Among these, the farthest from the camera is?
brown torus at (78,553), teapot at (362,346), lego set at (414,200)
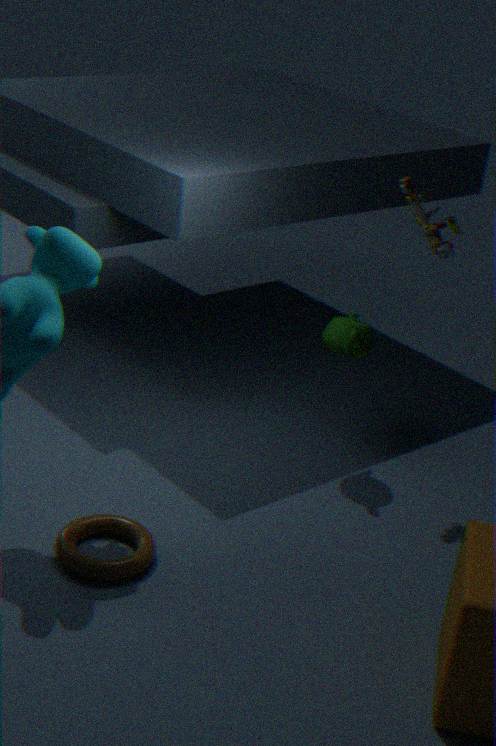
teapot at (362,346)
